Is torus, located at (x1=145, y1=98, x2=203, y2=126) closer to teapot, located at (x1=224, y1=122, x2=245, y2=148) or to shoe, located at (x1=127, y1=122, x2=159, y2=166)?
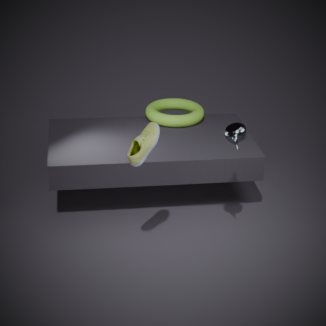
teapot, located at (x1=224, y1=122, x2=245, y2=148)
